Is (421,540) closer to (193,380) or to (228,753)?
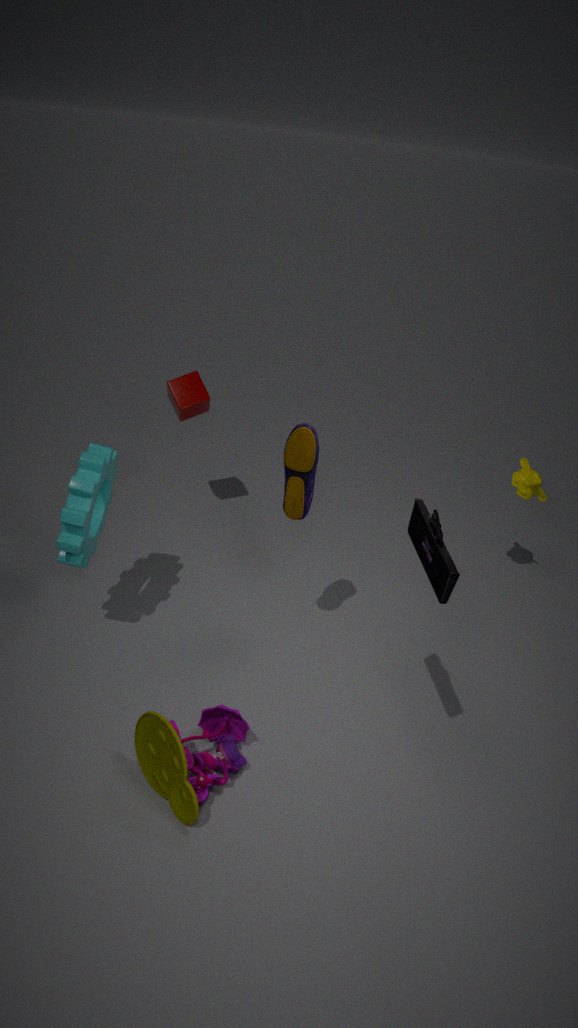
(228,753)
